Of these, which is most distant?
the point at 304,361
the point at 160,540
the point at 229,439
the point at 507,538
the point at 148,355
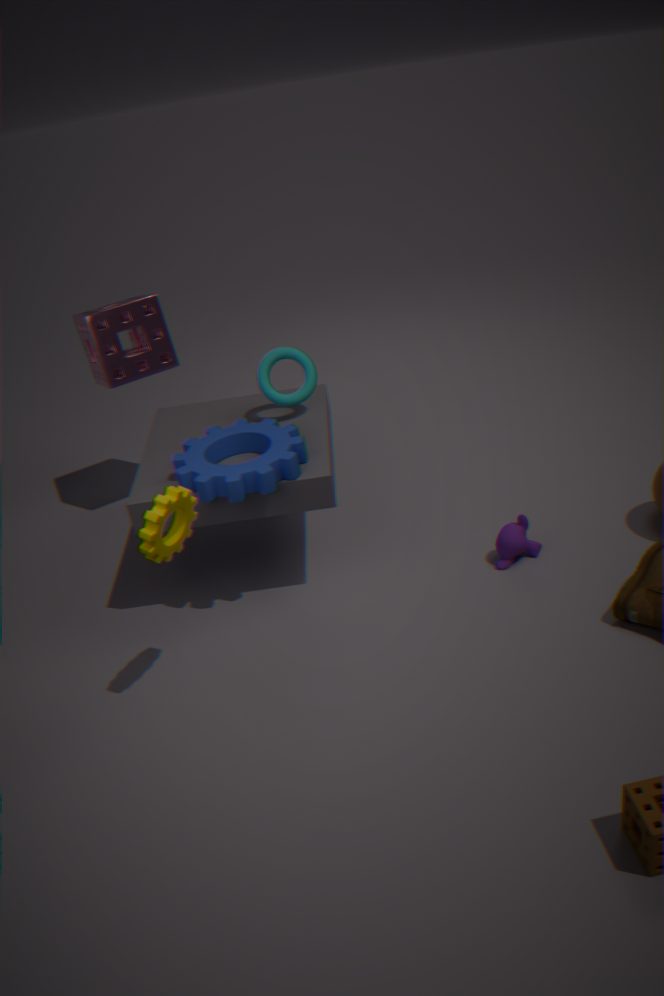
the point at 148,355
